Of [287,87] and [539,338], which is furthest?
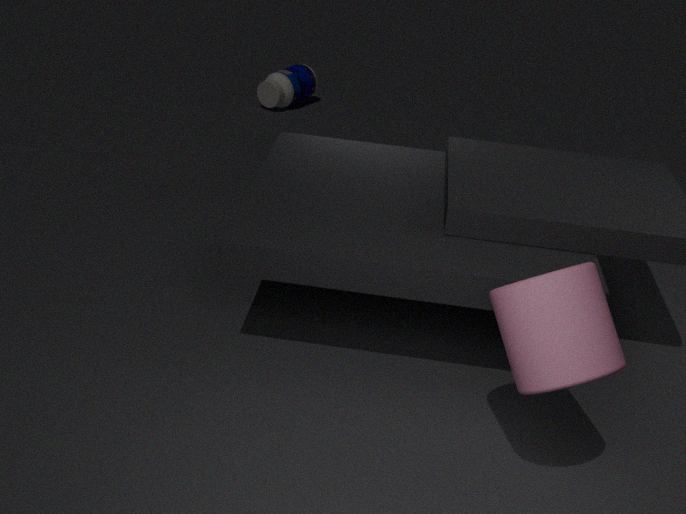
[287,87]
